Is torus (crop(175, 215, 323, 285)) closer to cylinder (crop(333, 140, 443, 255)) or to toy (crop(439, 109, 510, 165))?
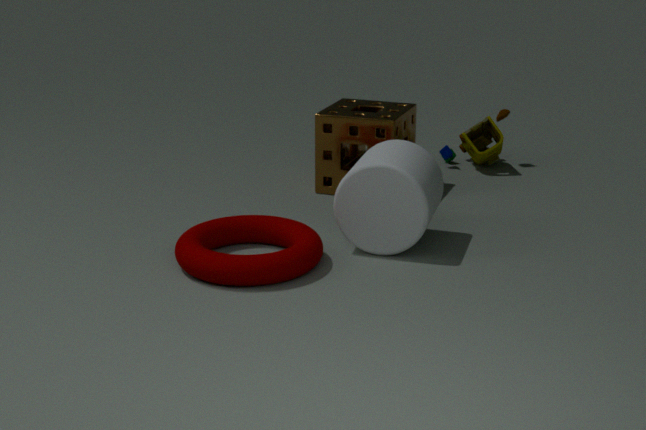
cylinder (crop(333, 140, 443, 255))
